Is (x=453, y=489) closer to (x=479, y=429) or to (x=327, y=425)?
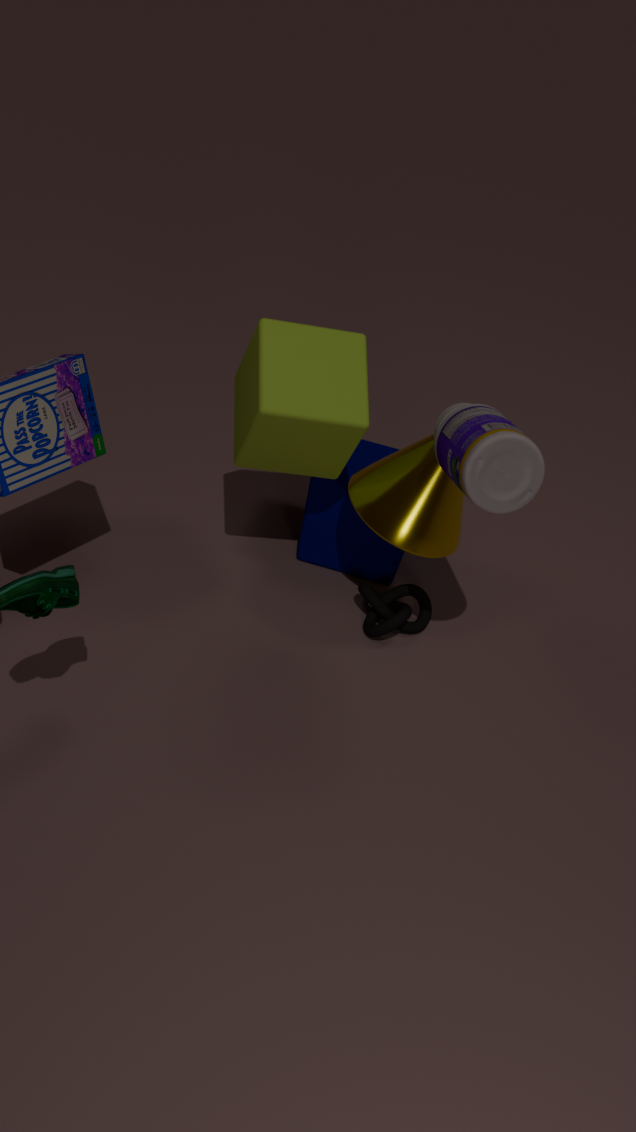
(x=327, y=425)
